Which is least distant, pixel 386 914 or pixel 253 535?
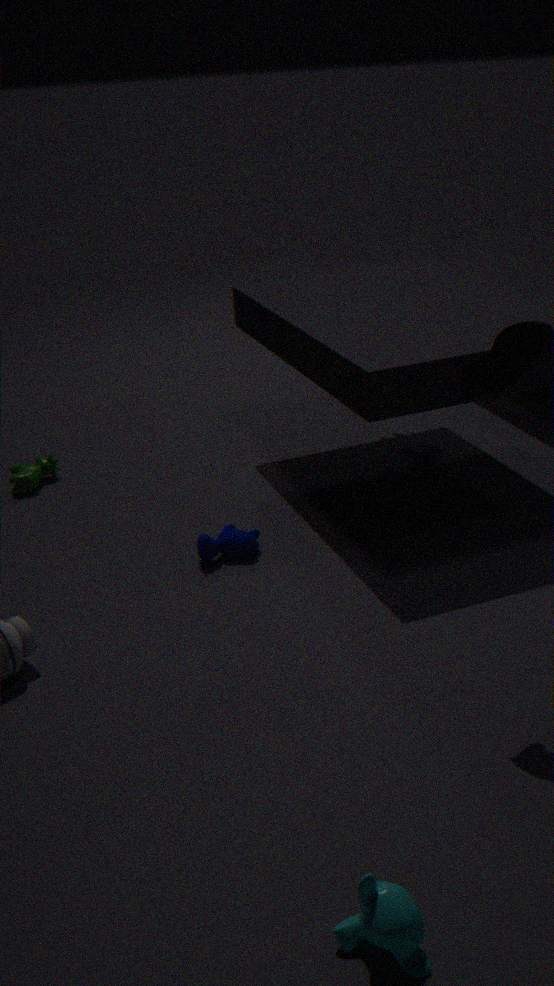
pixel 386 914
